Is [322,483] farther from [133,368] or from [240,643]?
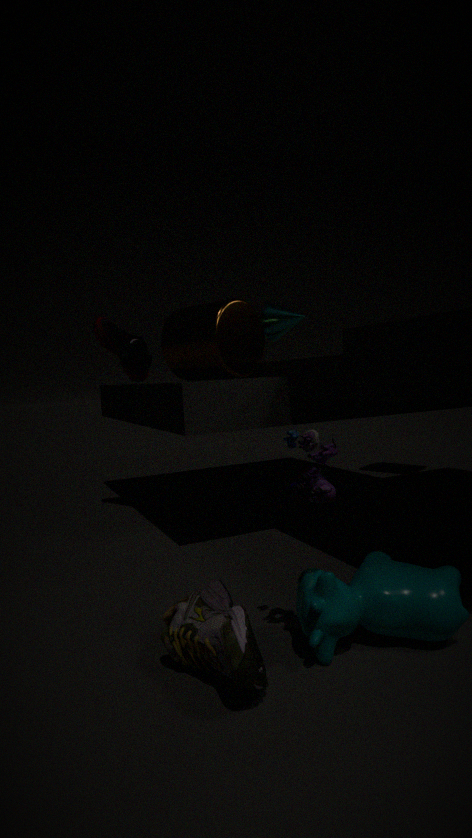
[133,368]
